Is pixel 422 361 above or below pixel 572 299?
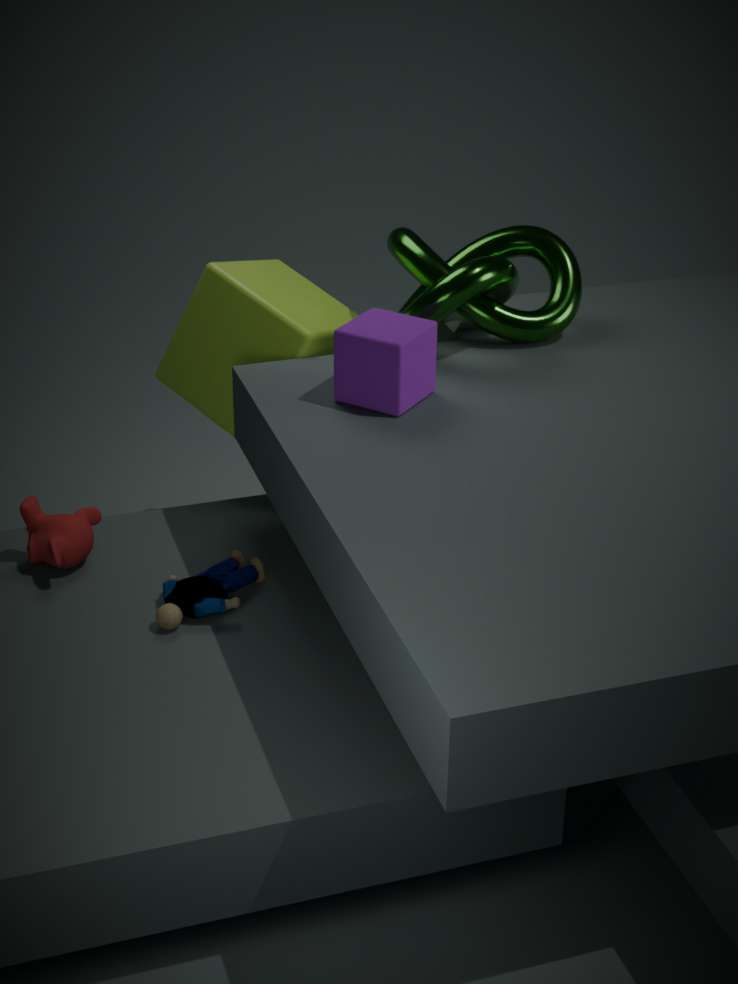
below
